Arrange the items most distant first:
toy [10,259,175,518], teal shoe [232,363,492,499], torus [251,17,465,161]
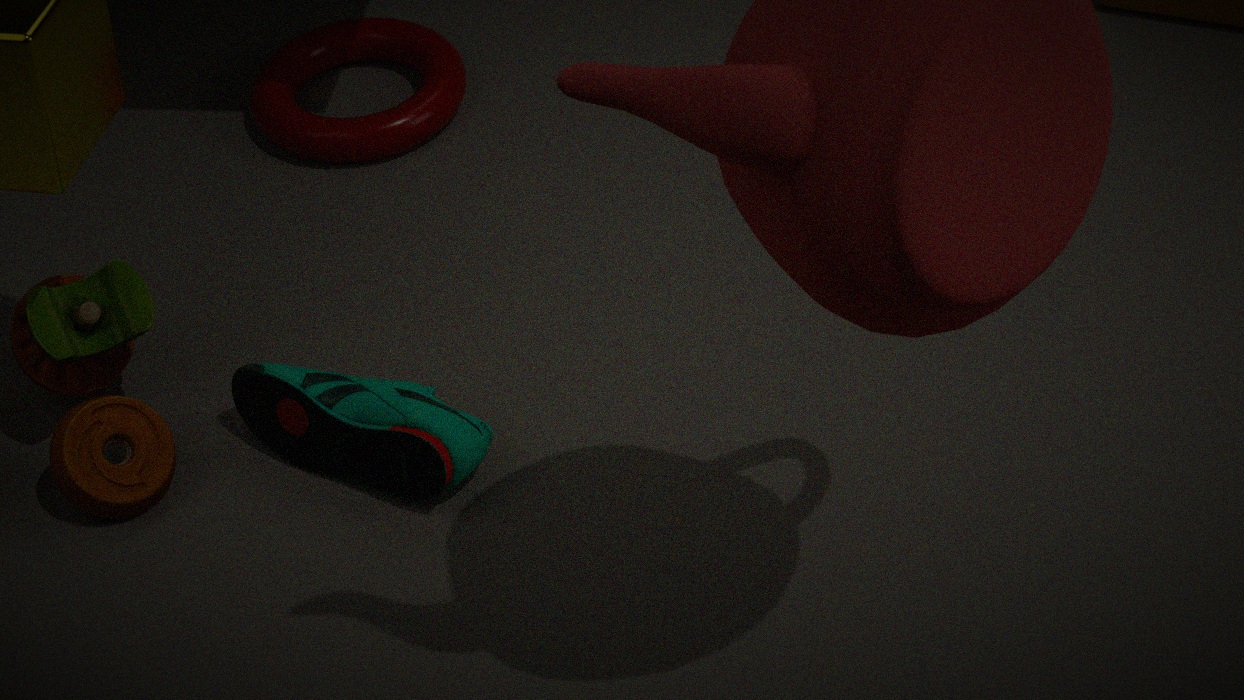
torus [251,17,465,161], toy [10,259,175,518], teal shoe [232,363,492,499]
